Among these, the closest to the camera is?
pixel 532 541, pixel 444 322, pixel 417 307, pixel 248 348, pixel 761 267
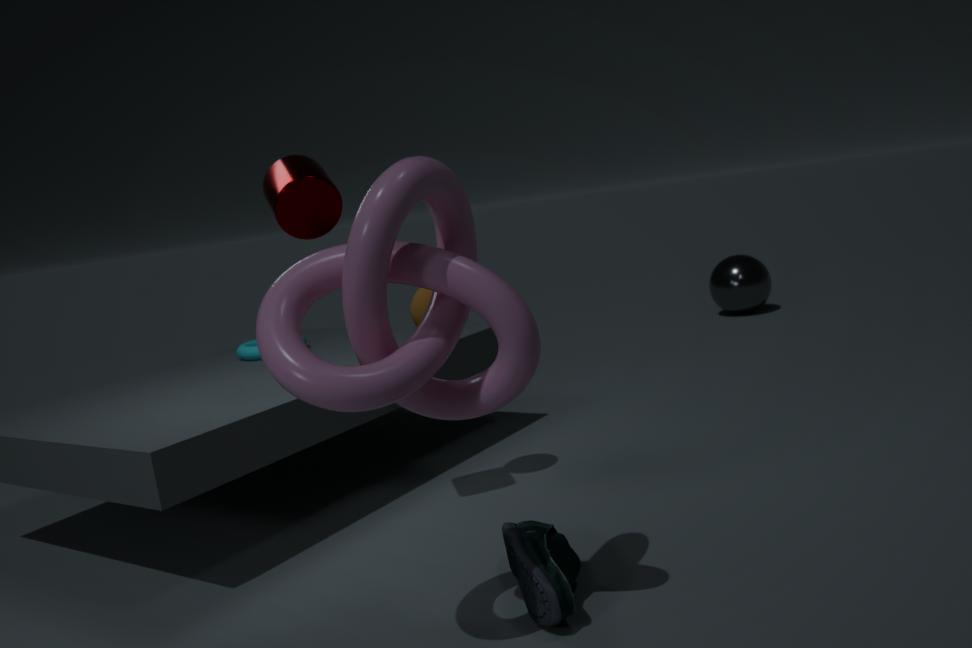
pixel 444 322
